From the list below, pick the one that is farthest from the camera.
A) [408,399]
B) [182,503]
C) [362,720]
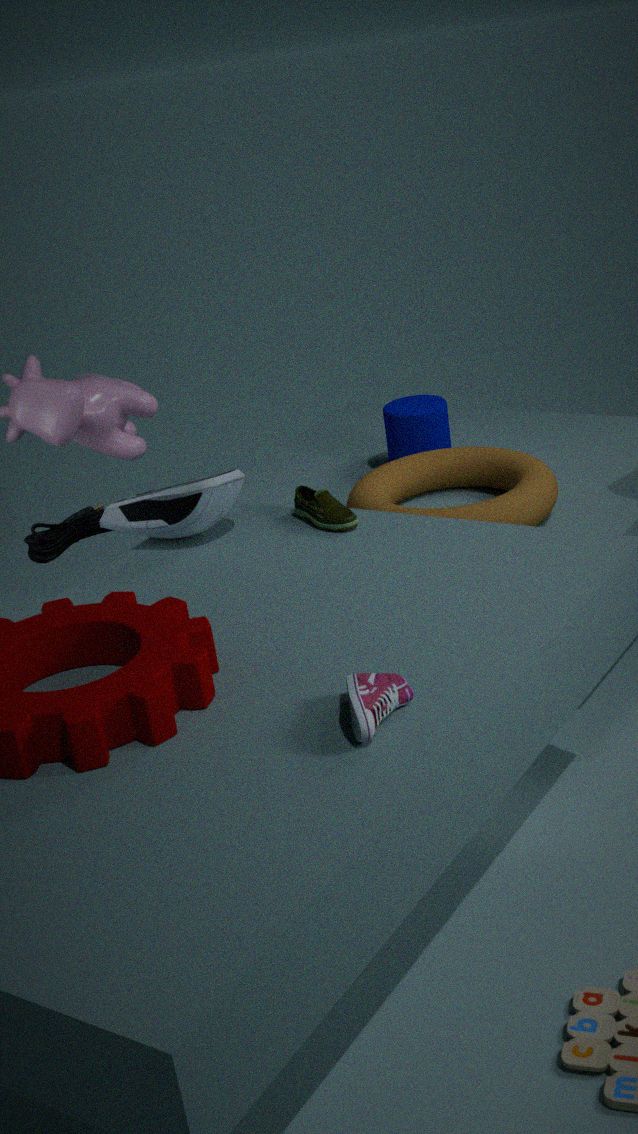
[408,399]
